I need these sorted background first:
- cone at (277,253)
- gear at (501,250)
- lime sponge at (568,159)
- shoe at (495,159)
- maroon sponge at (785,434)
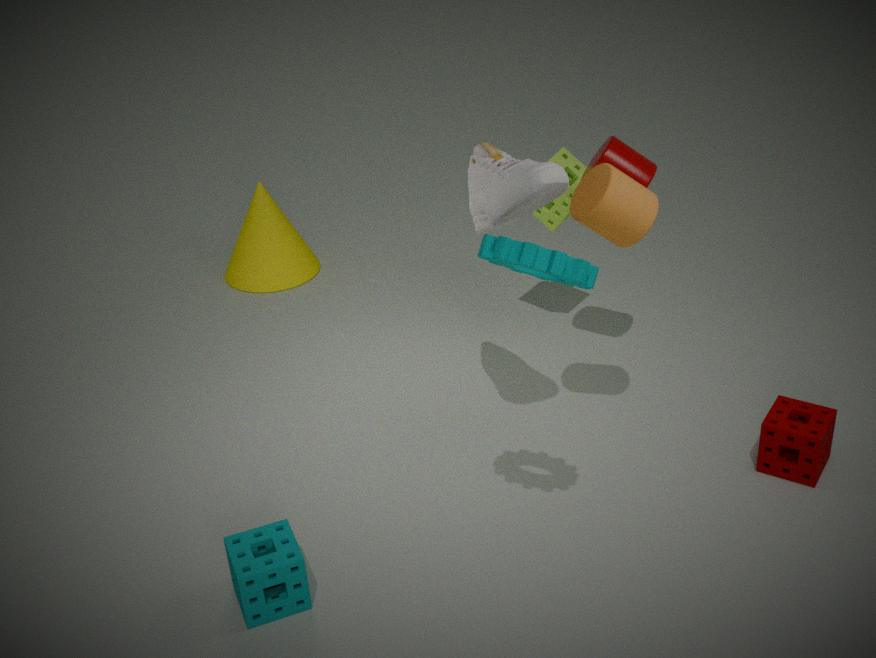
1. cone at (277,253)
2. lime sponge at (568,159)
3. maroon sponge at (785,434)
4. shoe at (495,159)
5. gear at (501,250)
